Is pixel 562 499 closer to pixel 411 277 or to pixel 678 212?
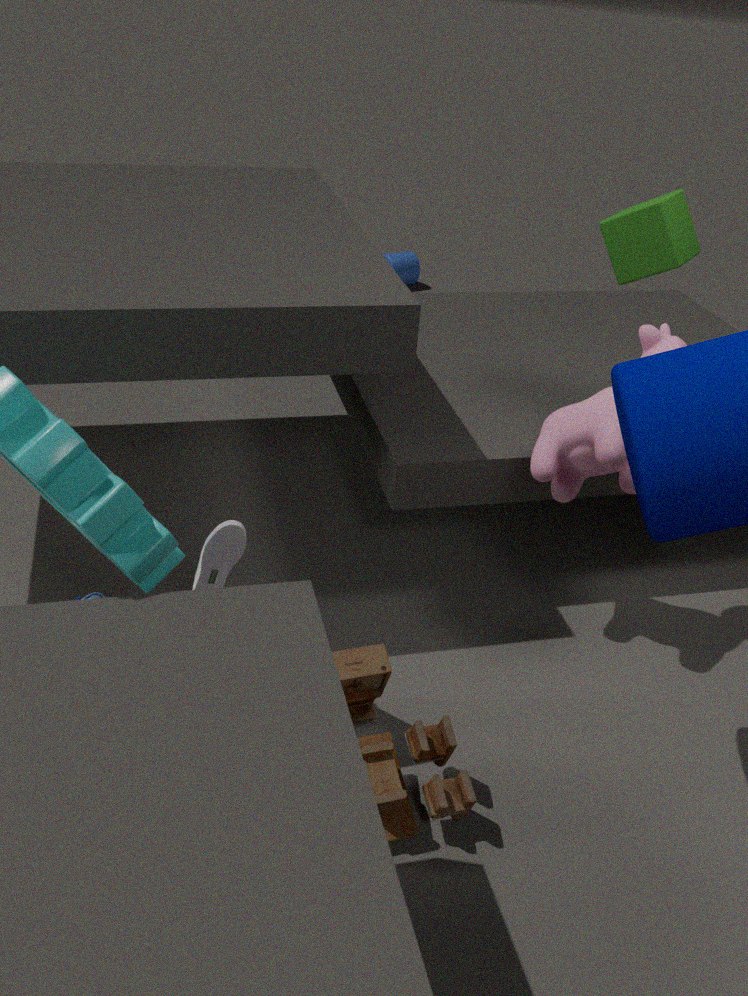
pixel 678 212
